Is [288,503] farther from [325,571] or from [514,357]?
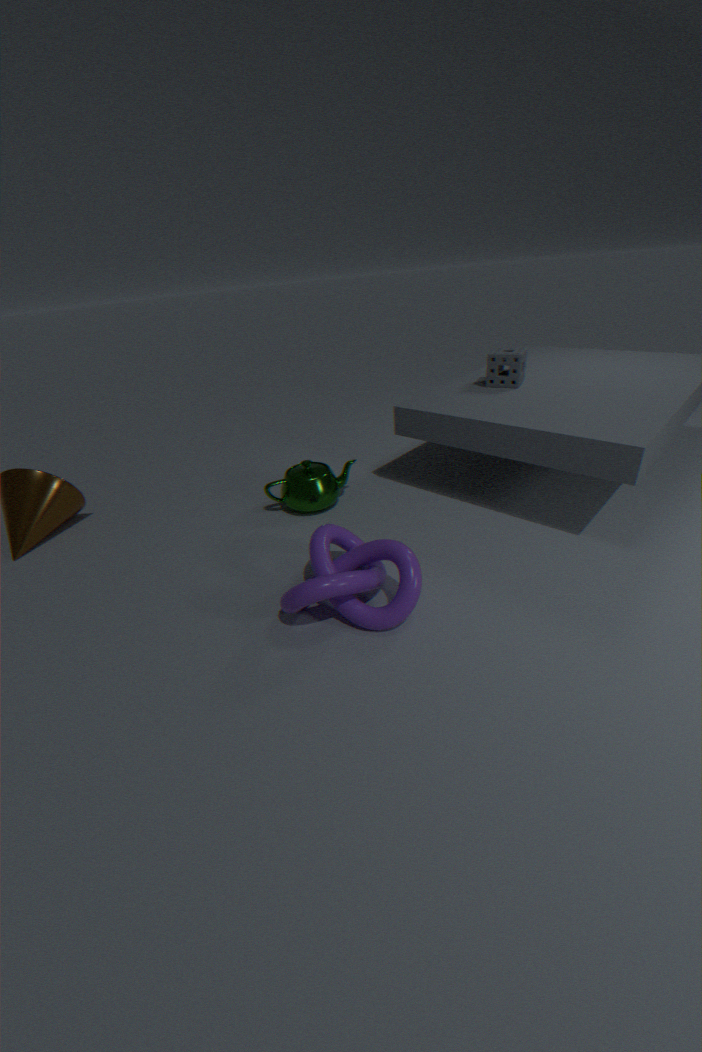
[514,357]
